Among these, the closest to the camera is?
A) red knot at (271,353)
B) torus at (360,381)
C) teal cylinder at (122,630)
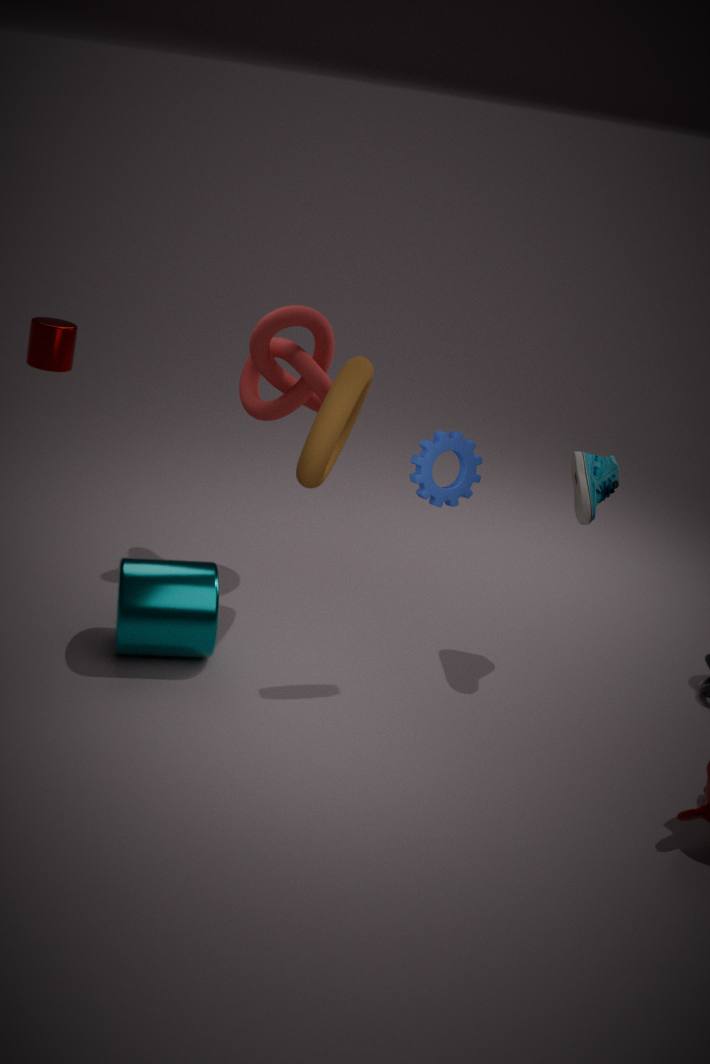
teal cylinder at (122,630)
